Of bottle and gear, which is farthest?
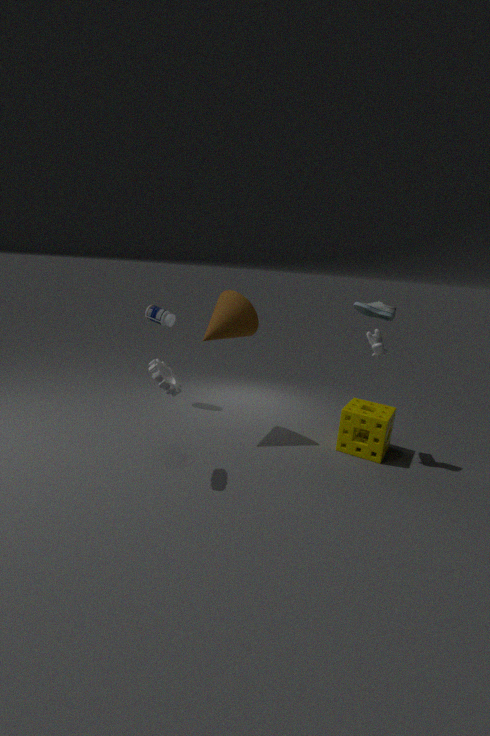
bottle
